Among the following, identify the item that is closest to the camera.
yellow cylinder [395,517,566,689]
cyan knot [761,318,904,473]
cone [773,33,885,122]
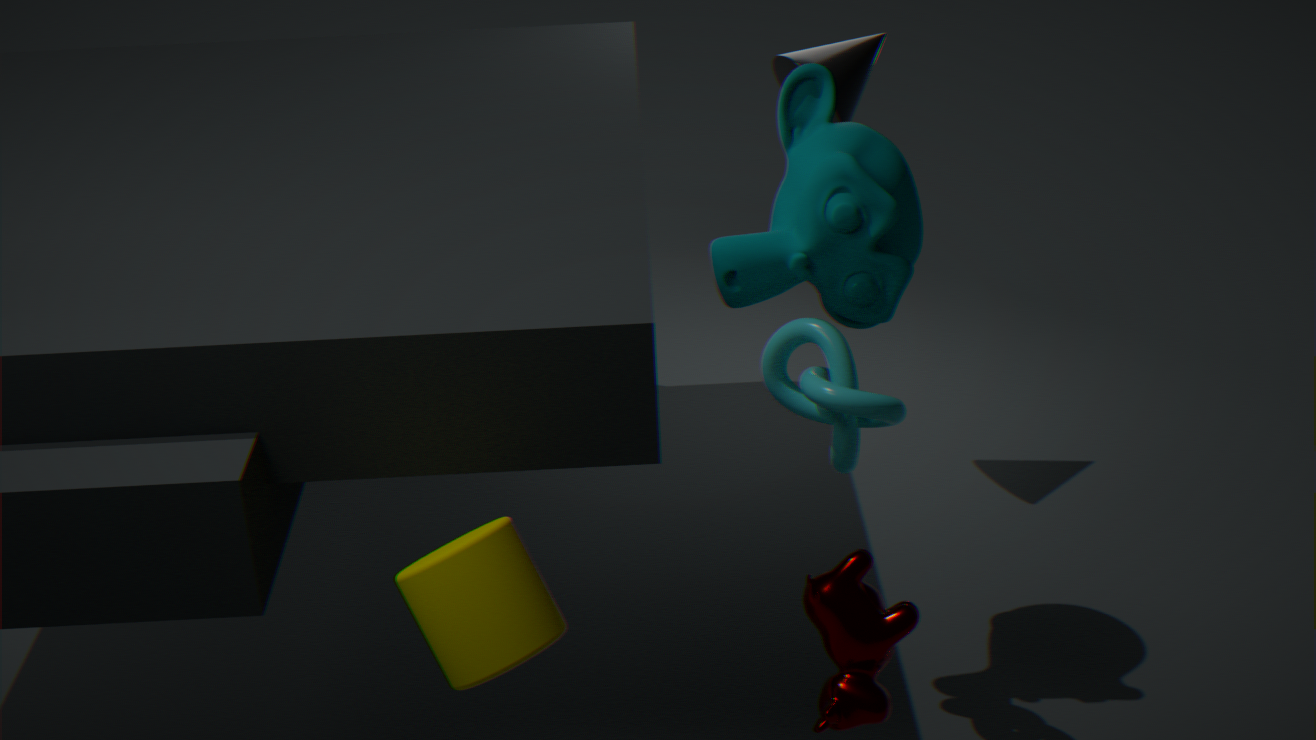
yellow cylinder [395,517,566,689]
